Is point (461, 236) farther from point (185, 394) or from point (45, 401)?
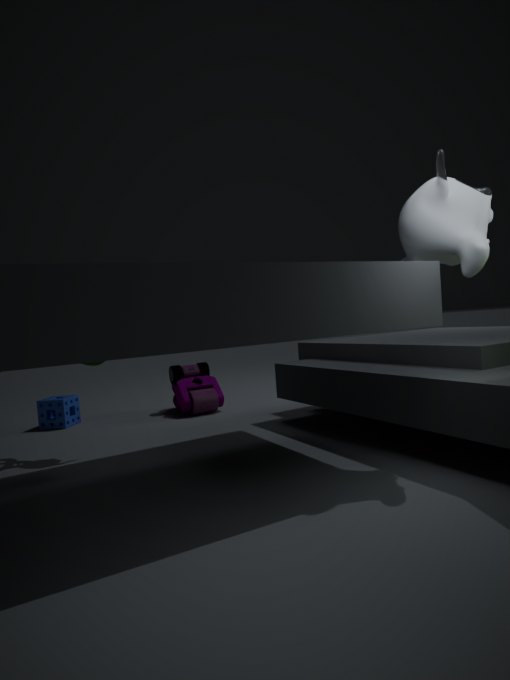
point (45, 401)
